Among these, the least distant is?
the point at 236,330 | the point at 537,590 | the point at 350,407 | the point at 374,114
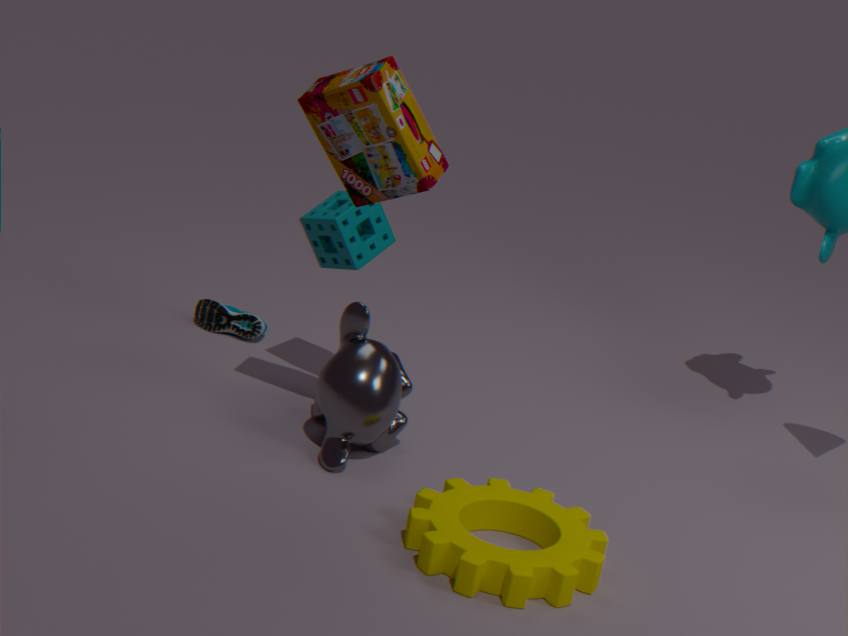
the point at 537,590
